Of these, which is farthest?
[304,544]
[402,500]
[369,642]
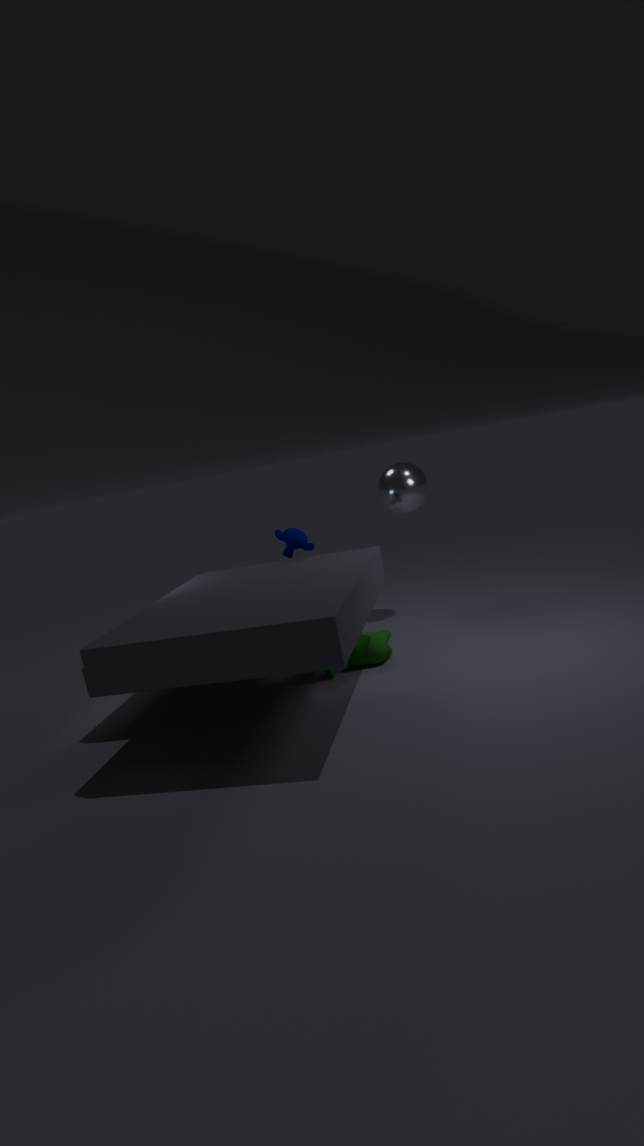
[402,500]
